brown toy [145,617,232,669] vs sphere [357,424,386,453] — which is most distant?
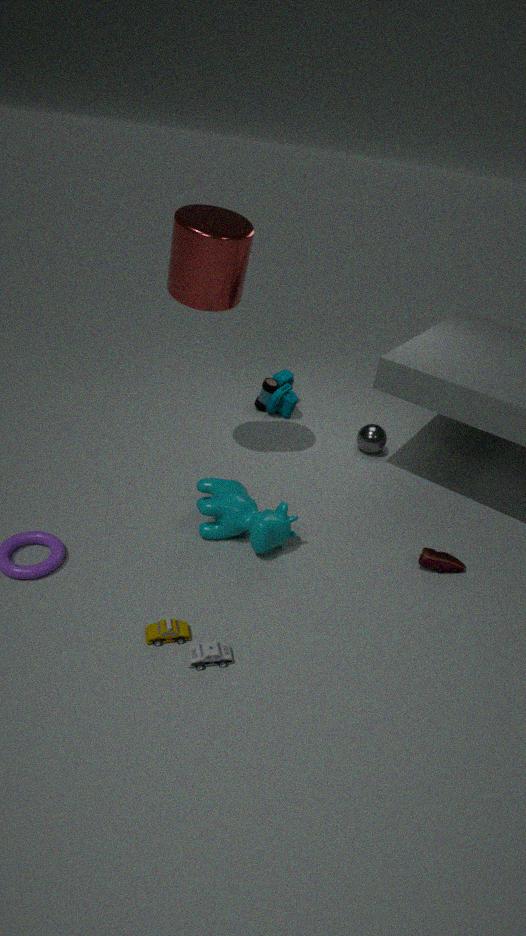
sphere [357,424,386,453]
